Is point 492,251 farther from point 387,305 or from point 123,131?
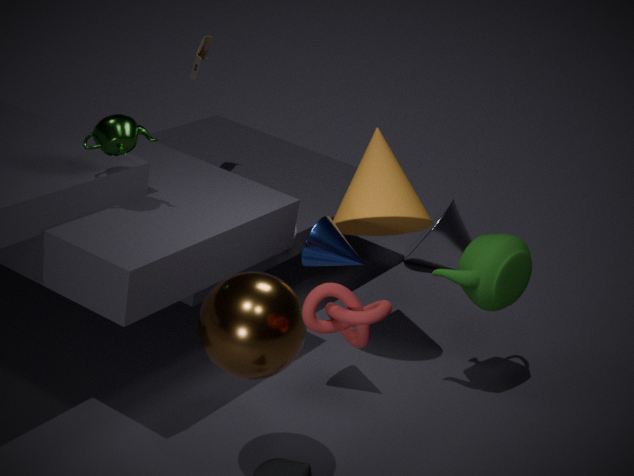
point 123,131
